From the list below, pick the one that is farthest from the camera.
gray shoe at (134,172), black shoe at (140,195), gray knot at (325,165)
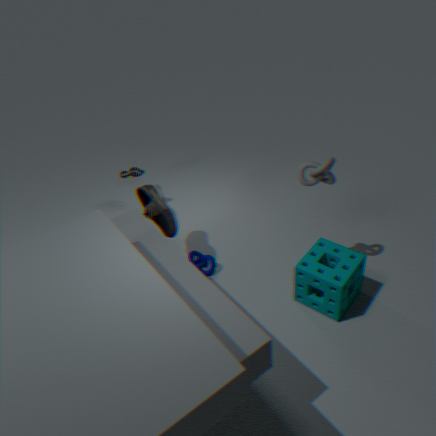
gray shoe at (134,172)
